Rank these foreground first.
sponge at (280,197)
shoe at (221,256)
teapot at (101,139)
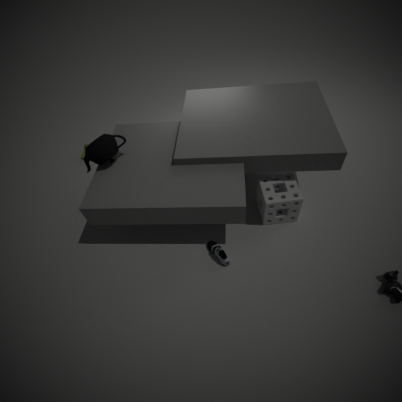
teapot at (101,139) < shoe at (221,256) < sponge at (280,197)
